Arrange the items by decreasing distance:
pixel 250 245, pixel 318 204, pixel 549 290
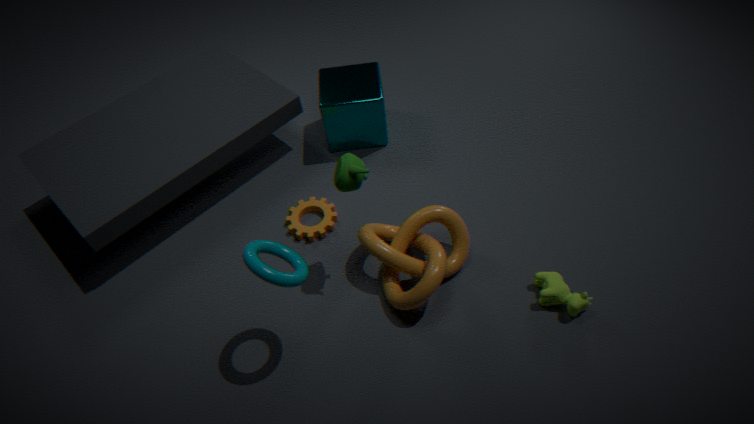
pixel 318 204, pixel 549 290, pixel 250 245
